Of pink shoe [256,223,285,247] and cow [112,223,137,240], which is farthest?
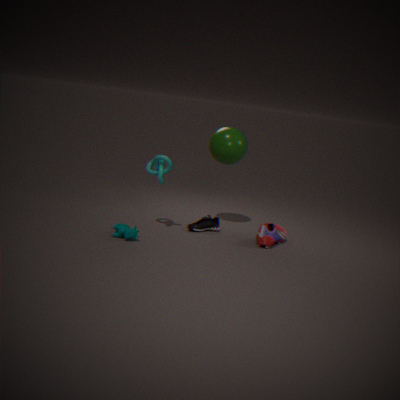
pink shoe [256,223,285,247]
